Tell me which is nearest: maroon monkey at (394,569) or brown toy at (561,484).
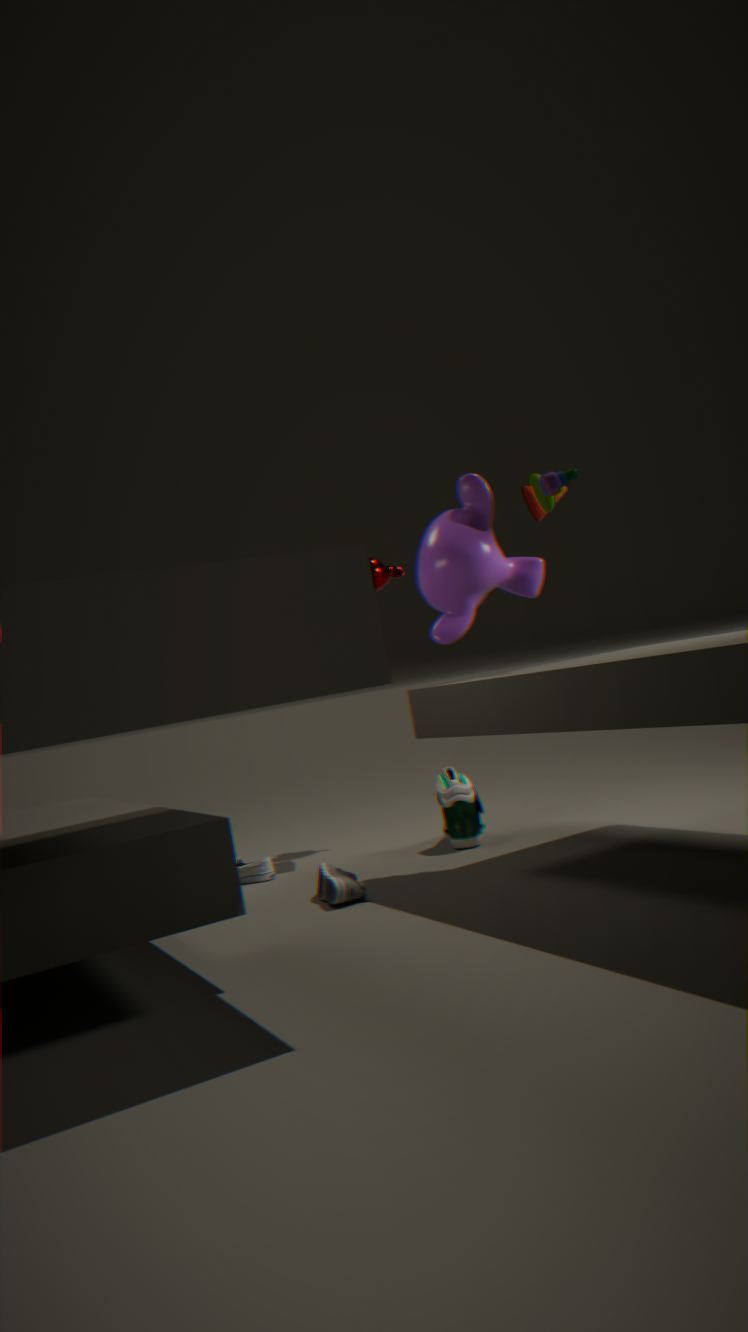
brown toy at (561,484)
